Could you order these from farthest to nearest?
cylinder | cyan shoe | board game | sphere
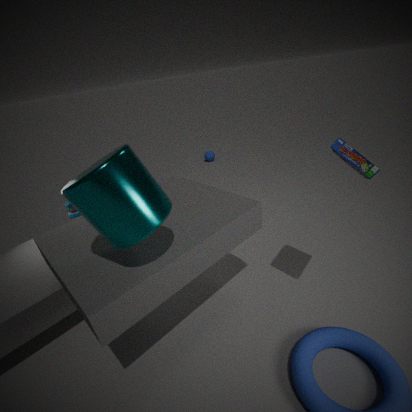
sphere → cyan shoe → board game → cylinder
